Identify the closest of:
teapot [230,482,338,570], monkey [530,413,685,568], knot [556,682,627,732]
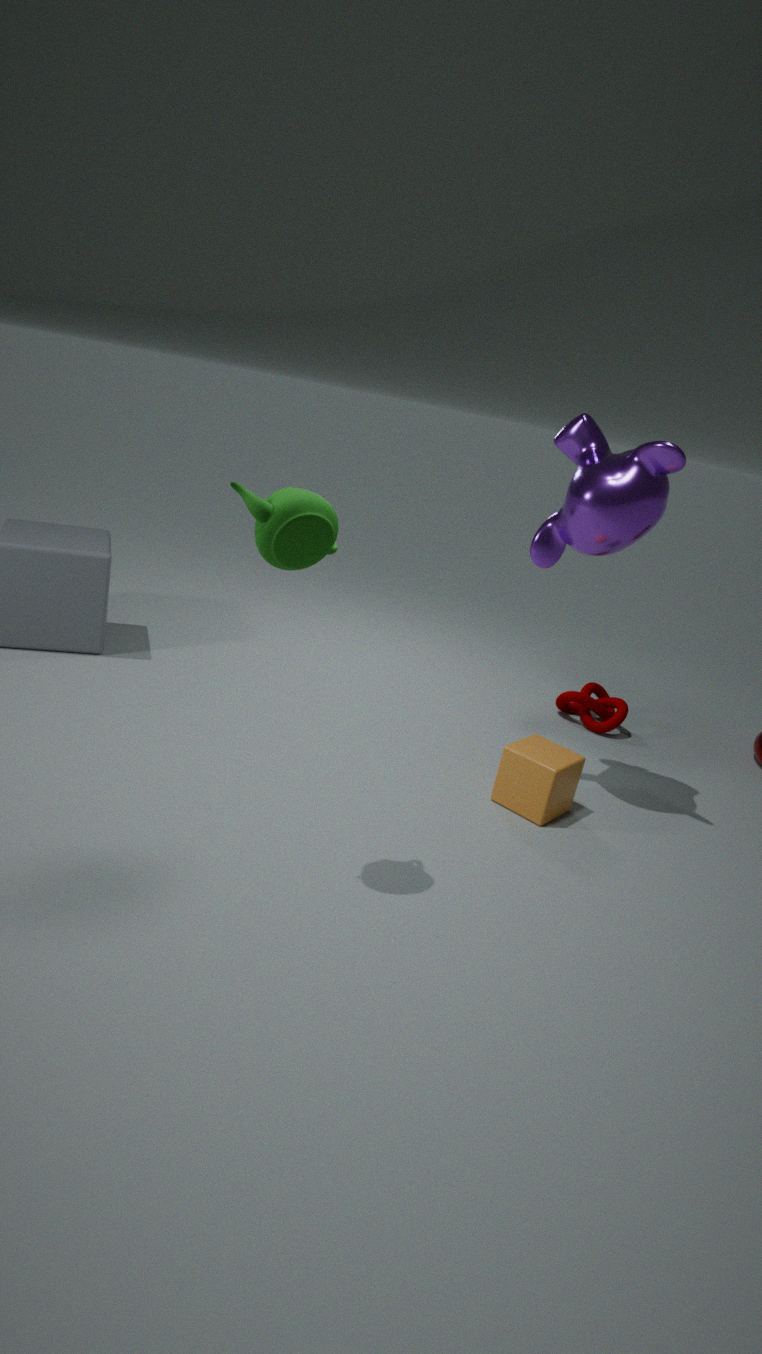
teapot [230,482,338,570]
